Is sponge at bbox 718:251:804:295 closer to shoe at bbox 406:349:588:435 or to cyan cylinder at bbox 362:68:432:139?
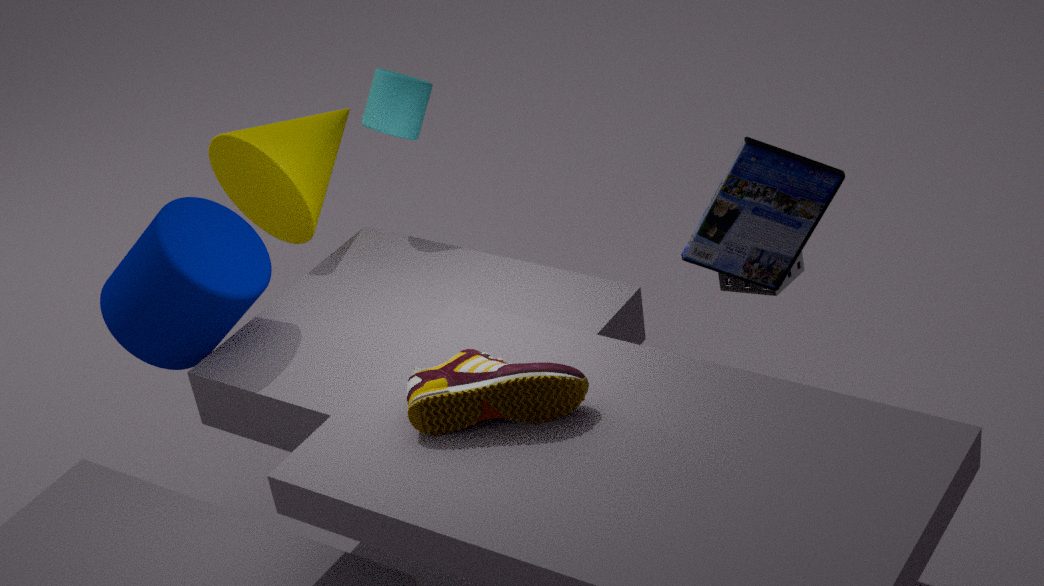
shoe at bbox 406:349:588:435
